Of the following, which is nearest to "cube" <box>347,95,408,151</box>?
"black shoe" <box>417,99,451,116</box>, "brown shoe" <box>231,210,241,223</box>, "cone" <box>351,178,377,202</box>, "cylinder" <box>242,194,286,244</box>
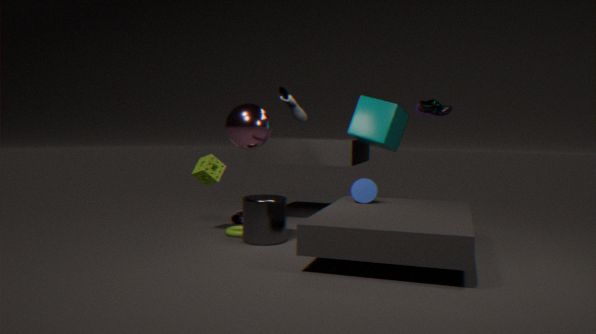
"black shoe" <box>417,99,451,116</box>
